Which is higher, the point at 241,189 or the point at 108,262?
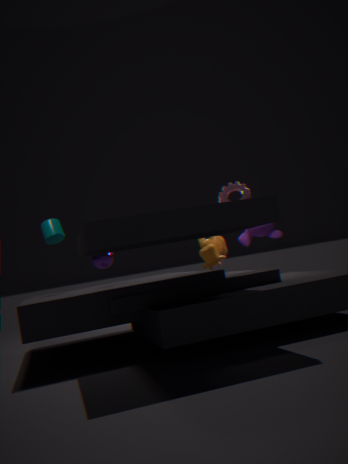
the point at 241,189
